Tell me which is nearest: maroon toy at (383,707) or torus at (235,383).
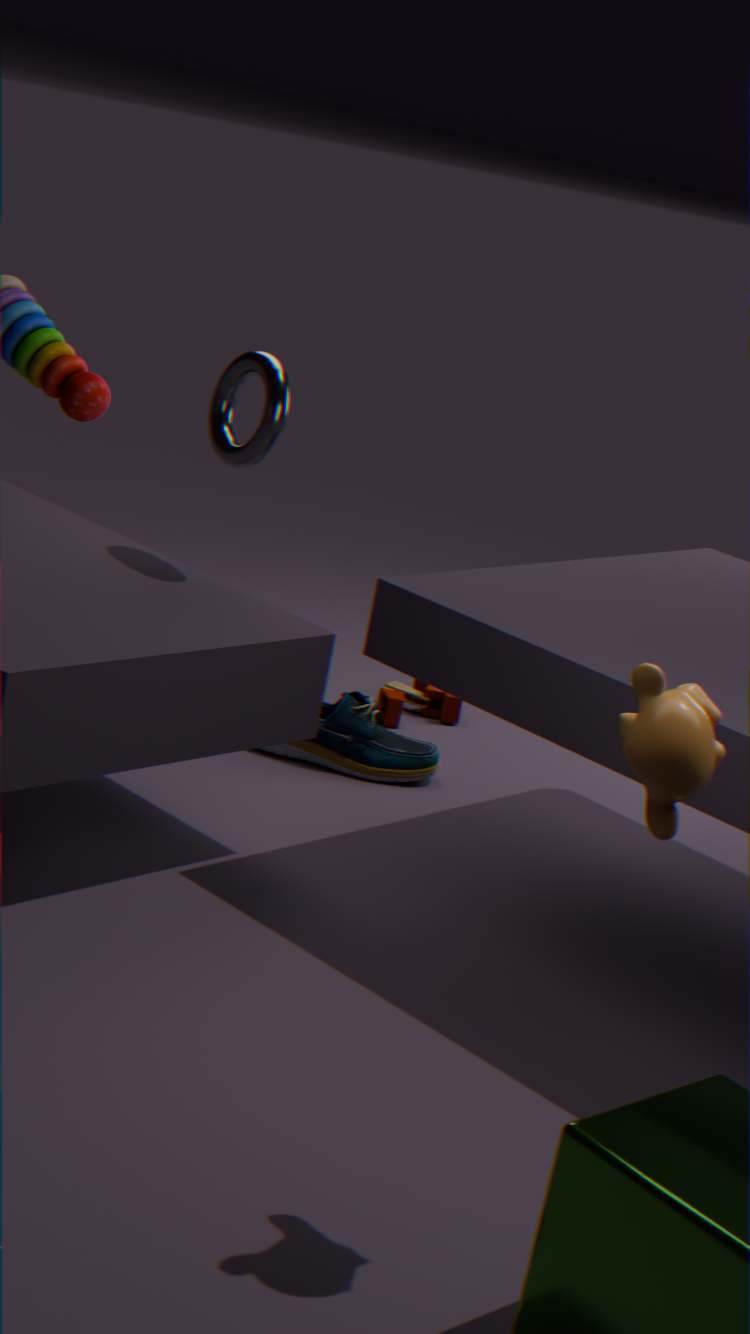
torus at (235,383)
